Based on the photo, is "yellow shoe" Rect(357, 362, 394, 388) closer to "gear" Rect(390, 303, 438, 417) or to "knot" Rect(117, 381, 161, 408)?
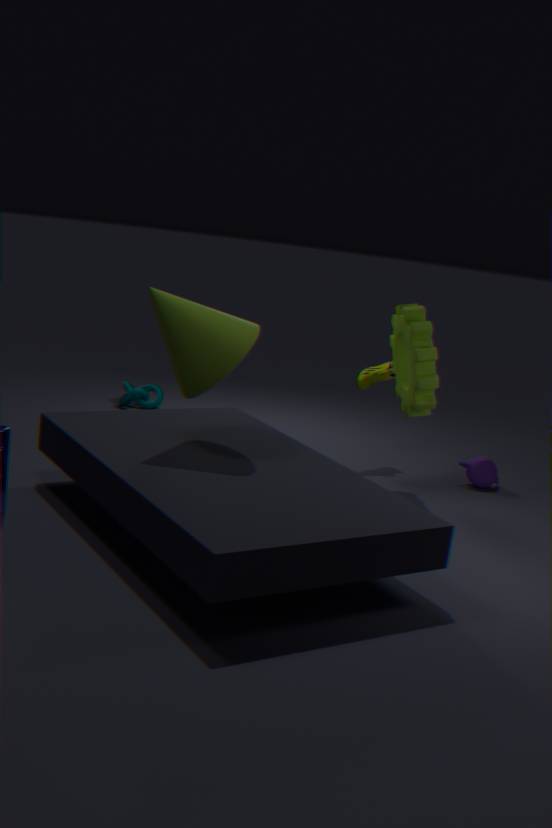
"gear" Rect(390, 303, 438, 417)
